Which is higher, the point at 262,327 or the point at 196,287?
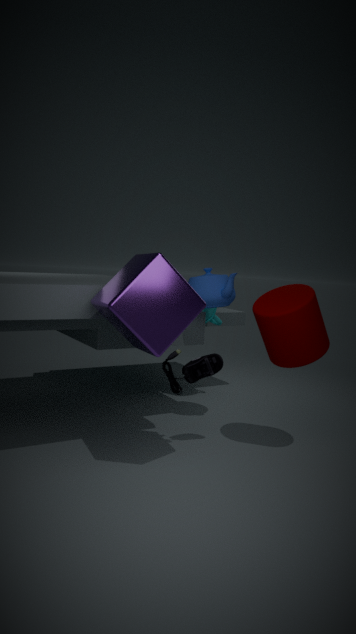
the point at 196,287
